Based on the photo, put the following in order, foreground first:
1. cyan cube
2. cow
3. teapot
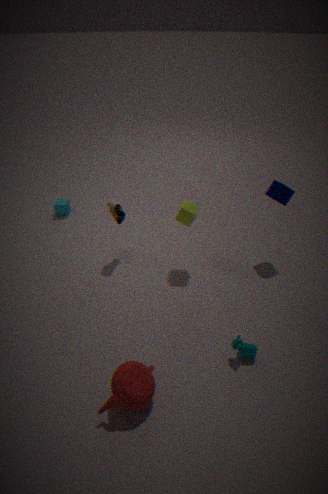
1. teapot
2. cow
3. cyan cube
